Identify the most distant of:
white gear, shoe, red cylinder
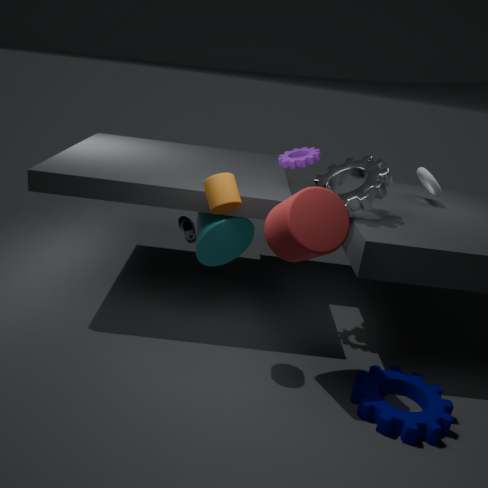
shoe
